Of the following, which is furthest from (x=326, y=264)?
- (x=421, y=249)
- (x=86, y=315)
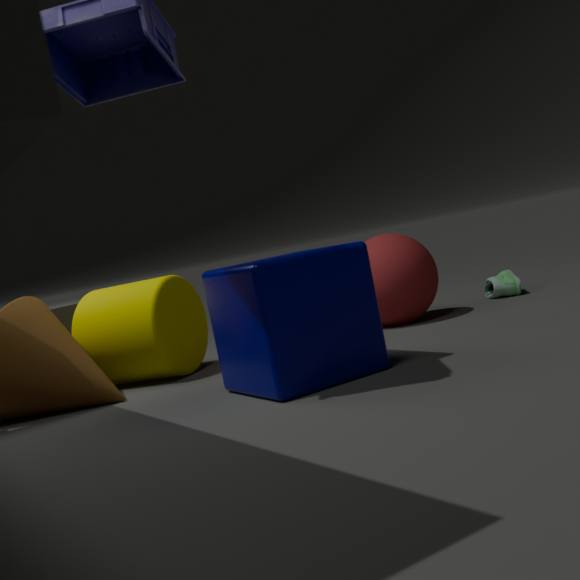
(x=421, y=249)
